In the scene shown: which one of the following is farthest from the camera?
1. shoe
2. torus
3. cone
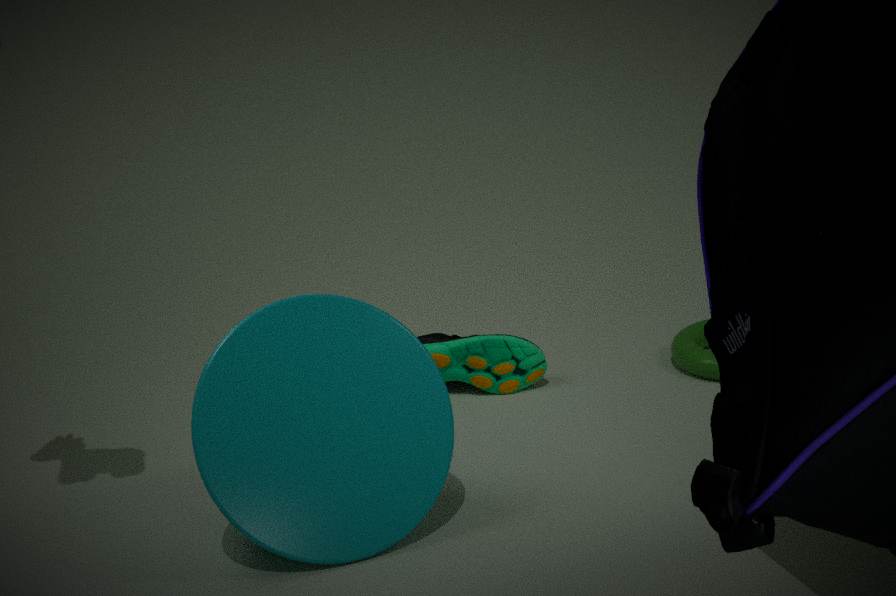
torus
